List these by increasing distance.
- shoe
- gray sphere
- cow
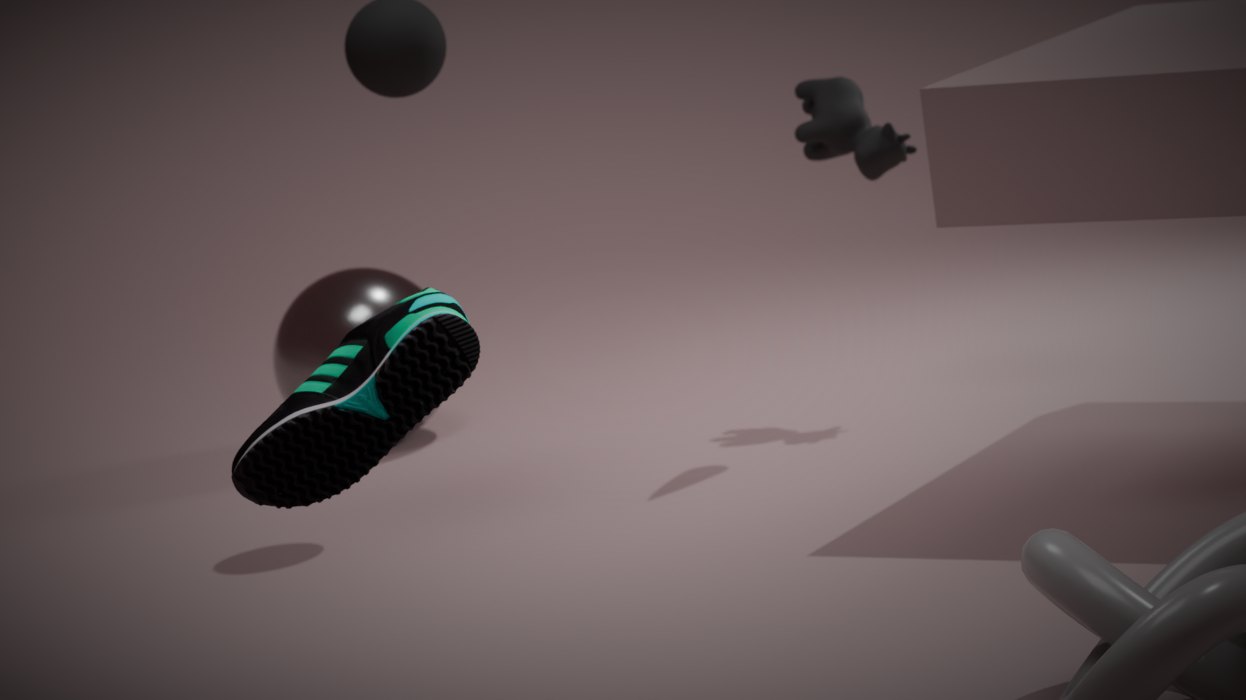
shoe
cow
gray sphere
